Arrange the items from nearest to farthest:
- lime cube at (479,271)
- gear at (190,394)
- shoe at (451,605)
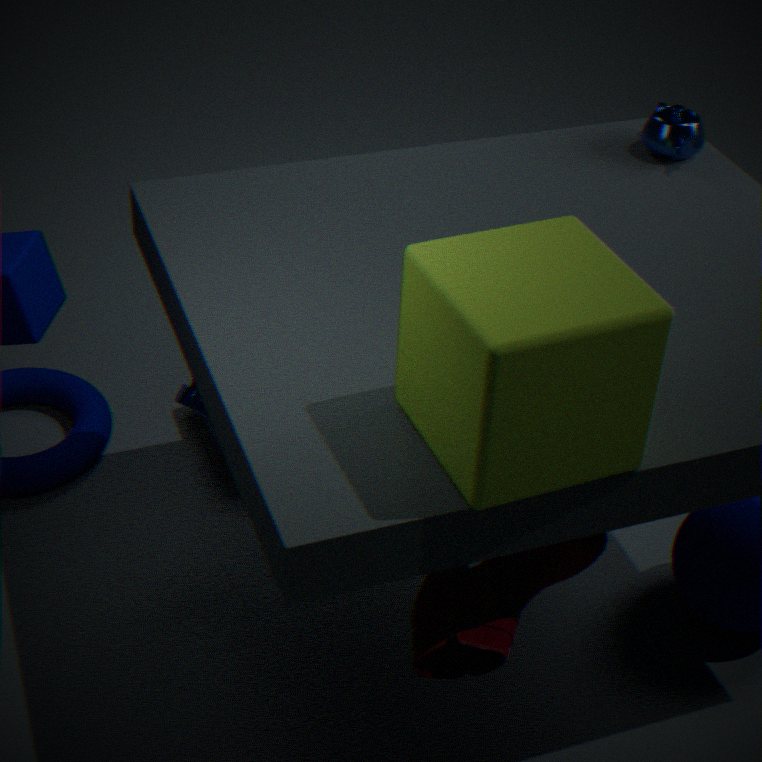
1. lime cube at (479,271)
2. shoe at (451,605)
3. gear at (190,394)
